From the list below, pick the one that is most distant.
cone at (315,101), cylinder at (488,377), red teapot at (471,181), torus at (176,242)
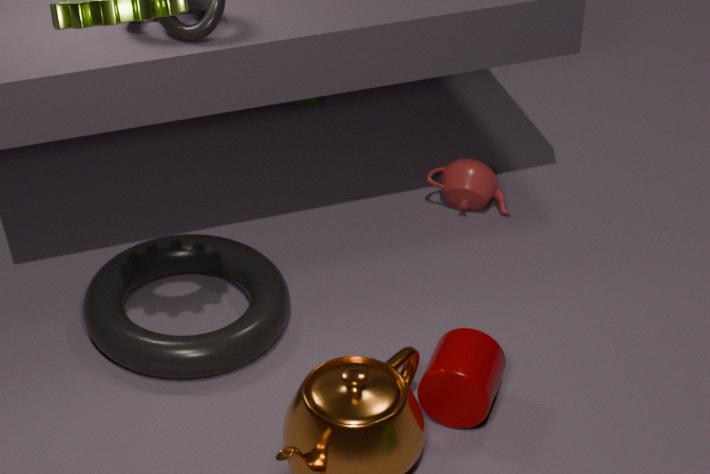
cone at (315,101)
